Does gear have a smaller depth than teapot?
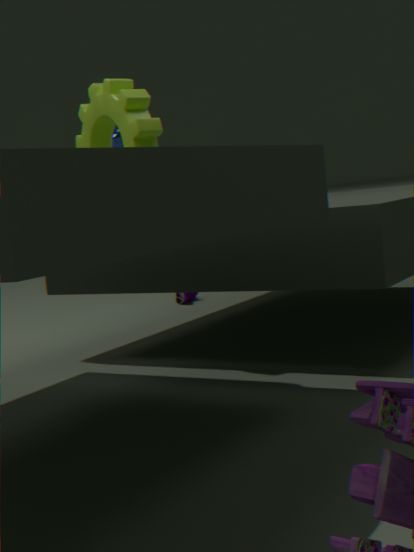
Yes
